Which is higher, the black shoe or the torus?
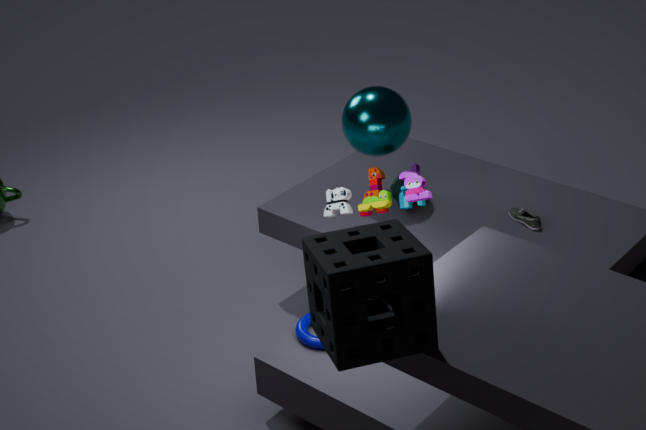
the black shoe
